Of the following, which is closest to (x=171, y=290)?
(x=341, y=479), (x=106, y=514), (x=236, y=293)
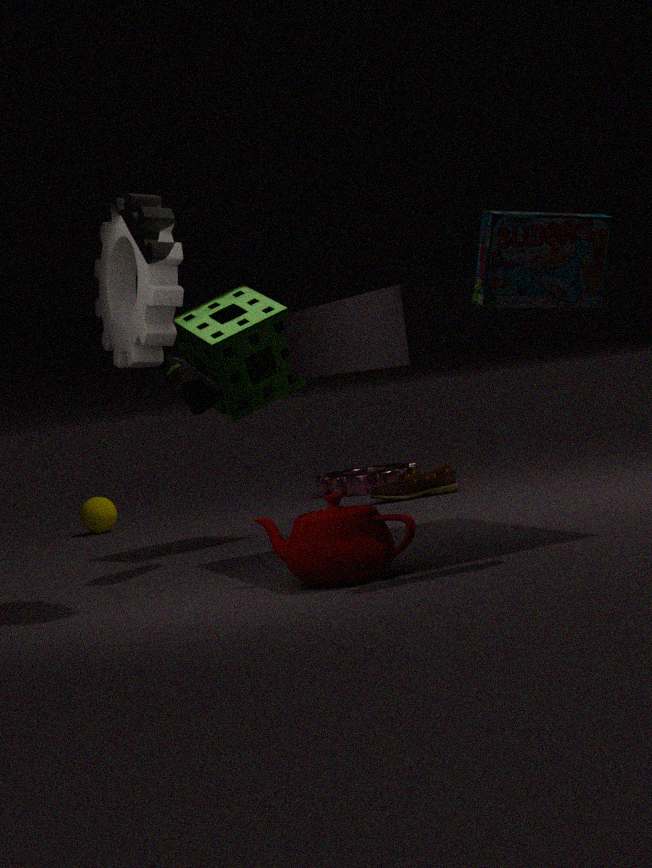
(x=236, y=293)
